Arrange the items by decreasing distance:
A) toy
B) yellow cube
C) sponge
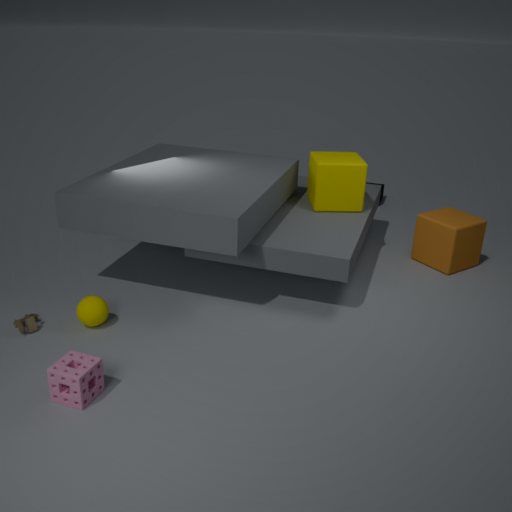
yellow cube, toy, sponge
